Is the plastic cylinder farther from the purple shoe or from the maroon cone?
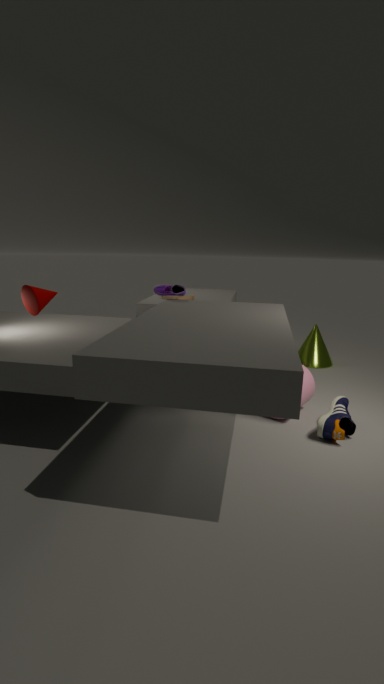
the maroon cone
